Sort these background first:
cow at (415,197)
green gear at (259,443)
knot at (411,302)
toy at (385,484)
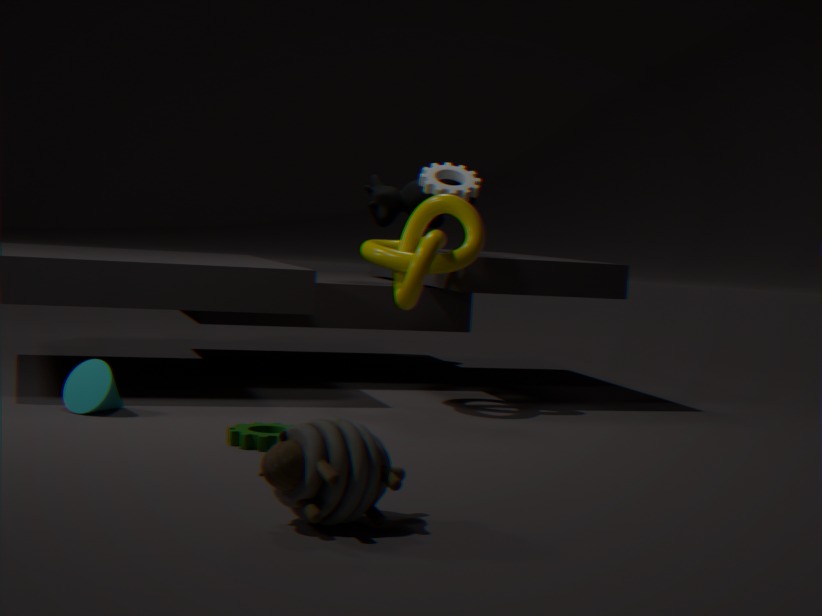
cow at (415,197), knot at (411,302), green gear at (259,443), toy at (385,484)
